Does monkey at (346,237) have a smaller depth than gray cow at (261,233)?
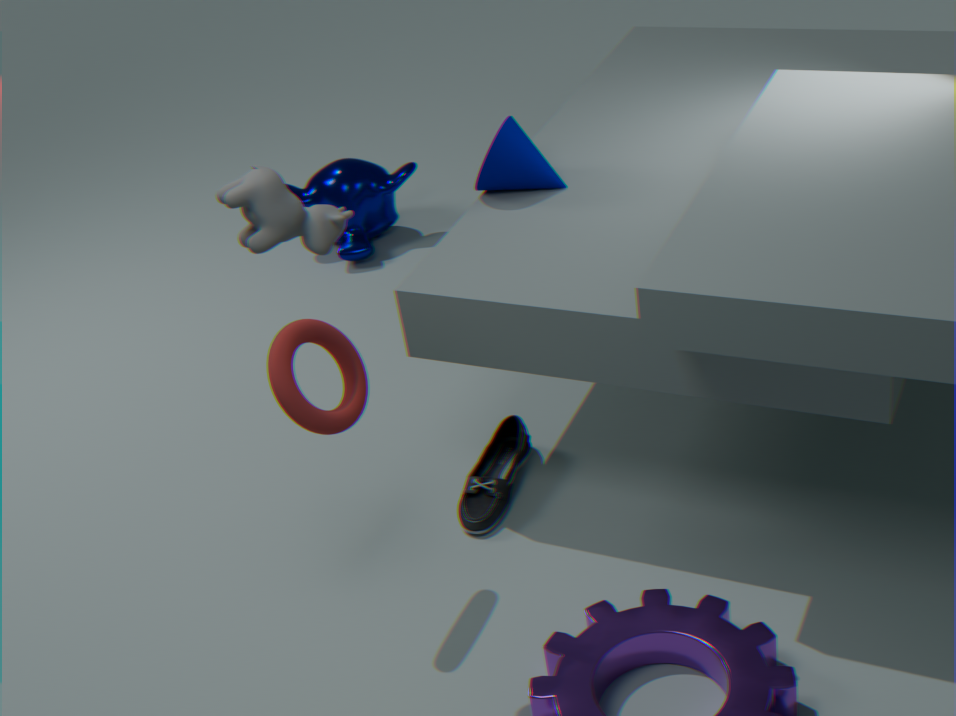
No
